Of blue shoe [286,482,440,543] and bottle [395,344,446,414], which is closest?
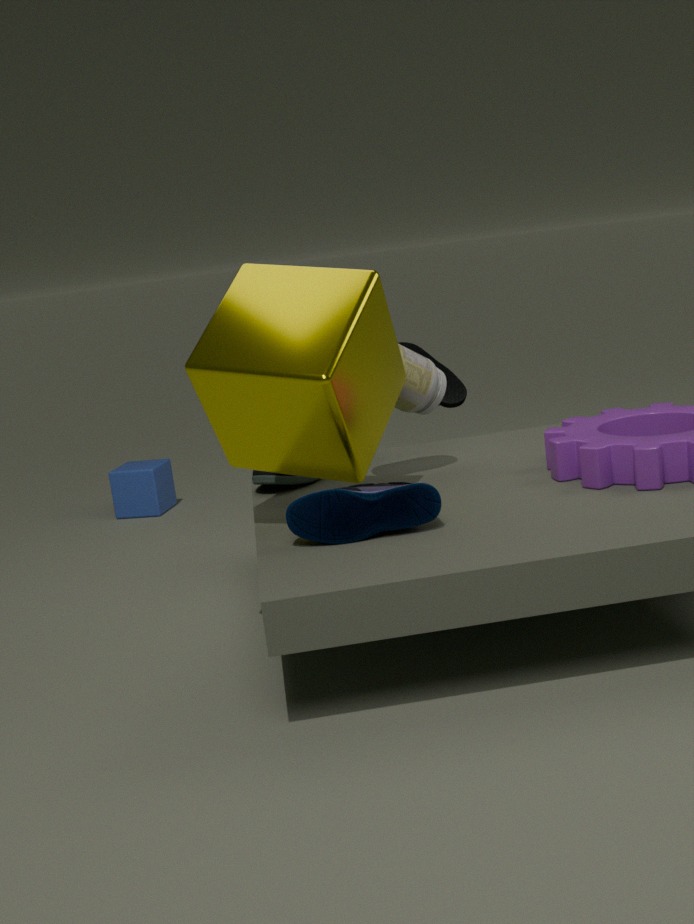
blue shoe [286,482,440,543]
